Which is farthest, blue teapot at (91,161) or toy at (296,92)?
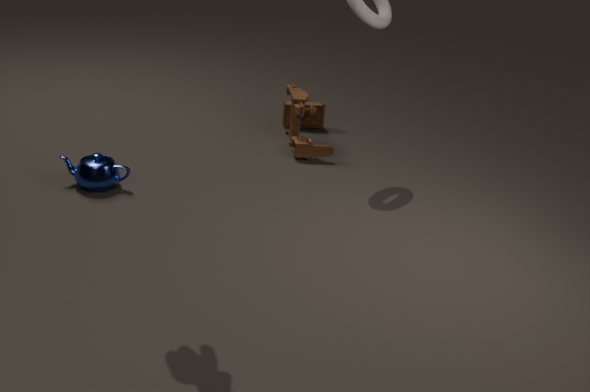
toy at (296,92)
